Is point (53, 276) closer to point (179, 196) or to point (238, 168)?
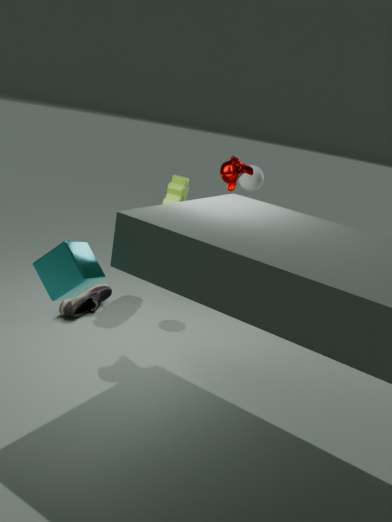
point (238, 168)
